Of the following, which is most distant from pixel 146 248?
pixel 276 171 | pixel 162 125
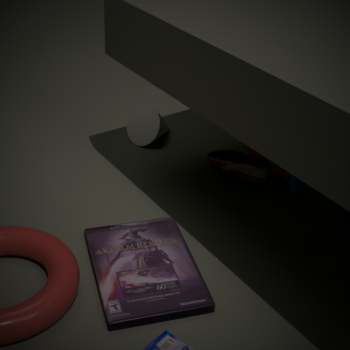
pixel 162 125
